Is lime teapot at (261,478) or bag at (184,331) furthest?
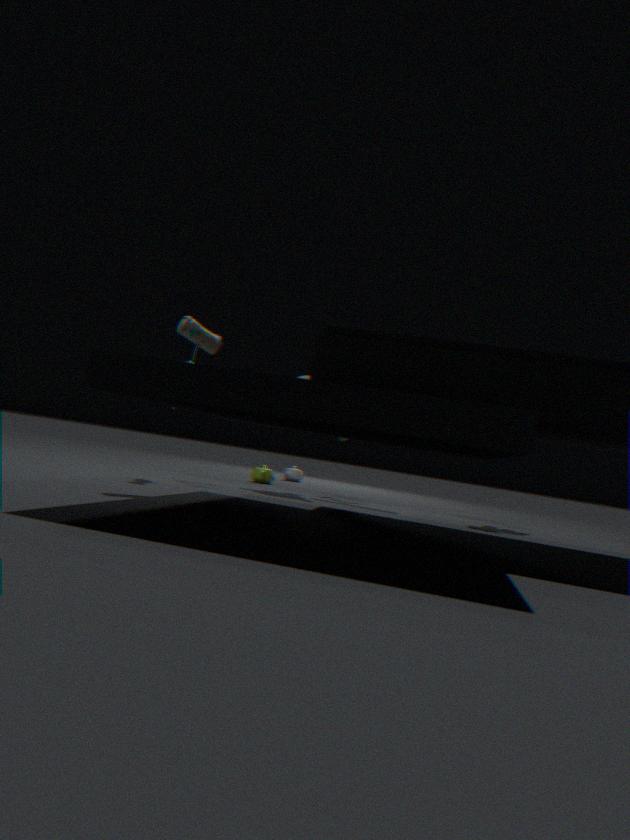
lime teapot at (261,478)
